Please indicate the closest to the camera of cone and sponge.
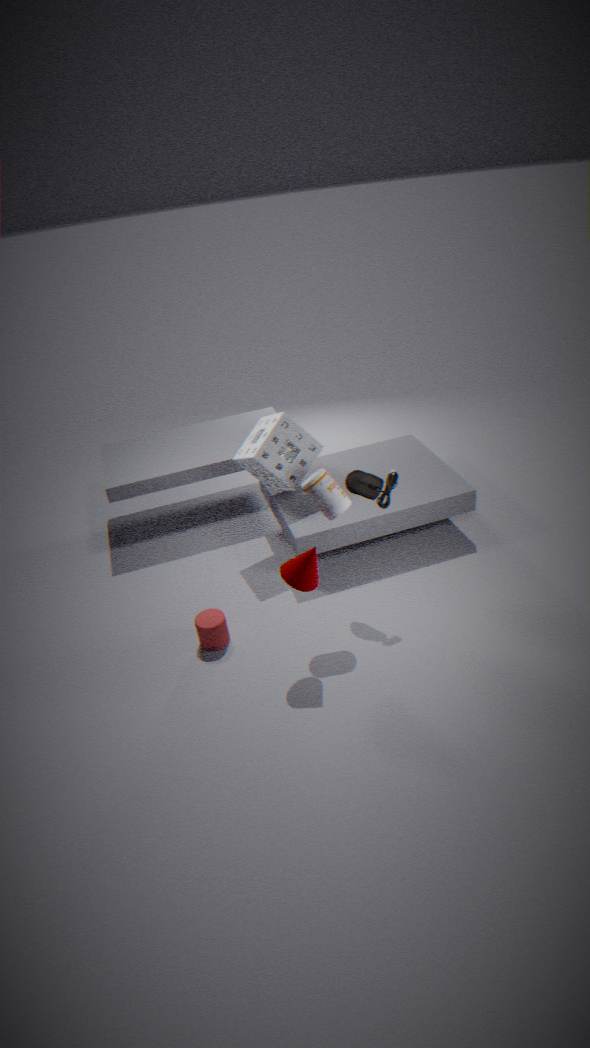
cone
